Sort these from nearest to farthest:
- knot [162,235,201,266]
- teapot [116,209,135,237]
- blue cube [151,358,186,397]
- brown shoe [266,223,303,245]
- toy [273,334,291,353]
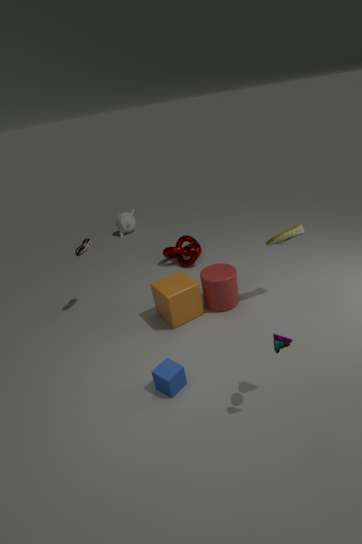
toy [273,334,291,353], blue cube [151,358,186,397], brown shoe [266,223,303,245], knot [162,235,201,266], teapot [116,209,135,237]
